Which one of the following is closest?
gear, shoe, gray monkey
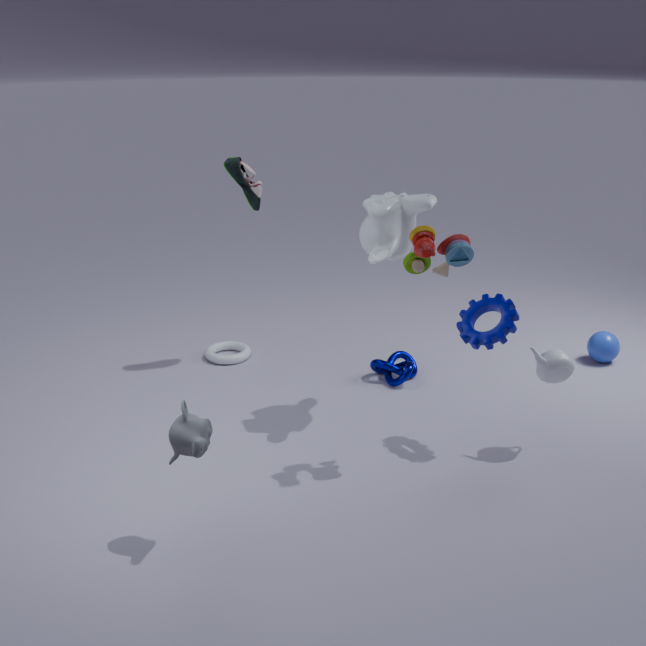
gray monkey
